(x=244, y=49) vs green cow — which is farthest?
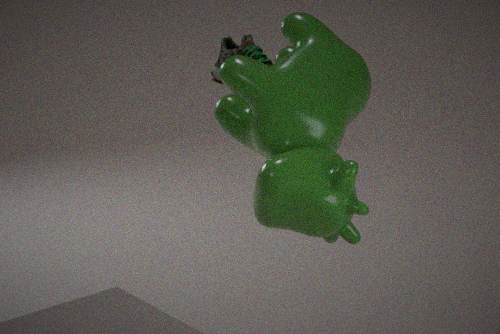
(x=244, y=49)
